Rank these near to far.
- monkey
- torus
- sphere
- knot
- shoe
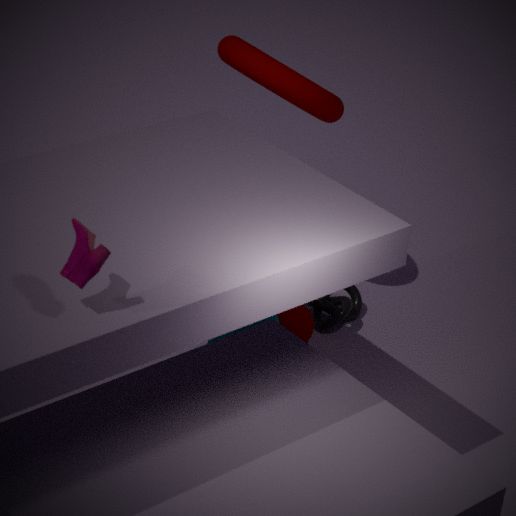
1. shoe
2. monkey
3. torus
4. sphere
5. knot
